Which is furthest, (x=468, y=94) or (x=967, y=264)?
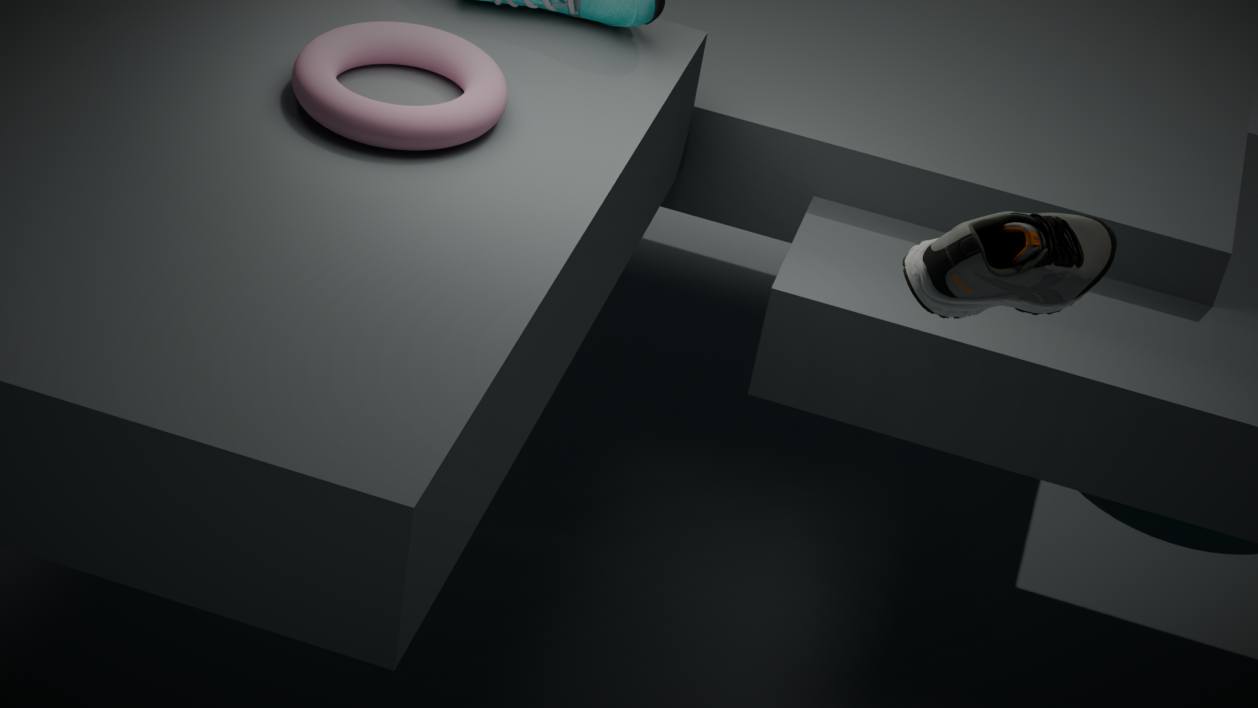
(x=468, y=94)
